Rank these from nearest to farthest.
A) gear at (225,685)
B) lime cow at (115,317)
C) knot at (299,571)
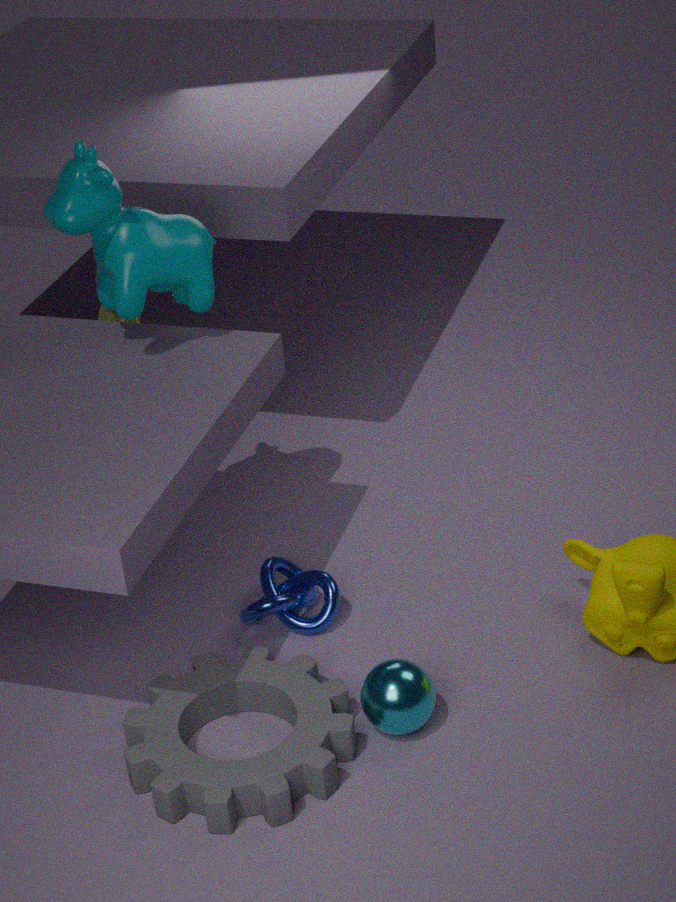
1. A. gear at (225,685)
2. C. knot at (299,571)
3. B. lime cow at (115,317)
